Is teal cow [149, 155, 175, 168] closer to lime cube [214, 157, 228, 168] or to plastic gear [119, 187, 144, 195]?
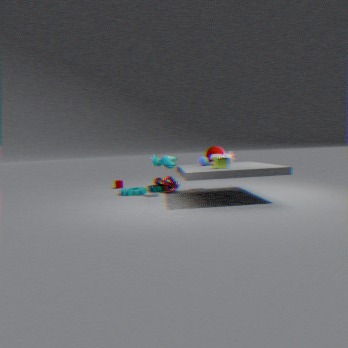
plastic gear [119, 187, 144, 195]
